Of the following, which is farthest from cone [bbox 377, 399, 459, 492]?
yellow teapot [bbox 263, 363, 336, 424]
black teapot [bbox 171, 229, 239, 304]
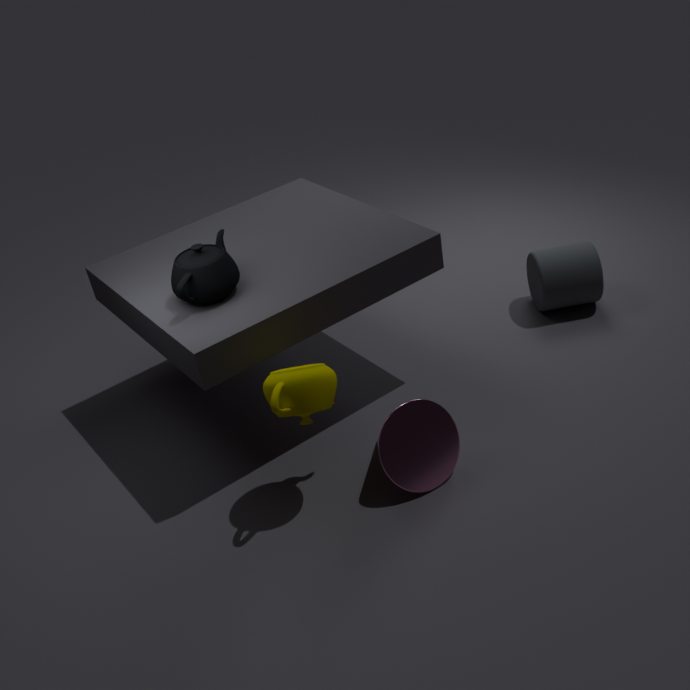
black teapot [bbox 171, 229, 239, 304]
